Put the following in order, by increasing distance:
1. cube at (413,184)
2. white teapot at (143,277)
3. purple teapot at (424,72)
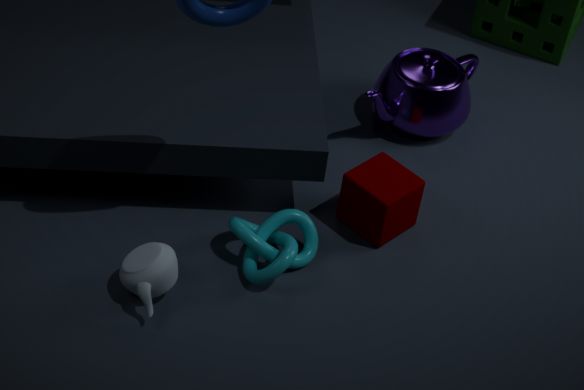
1. white teapot at (143,277)
2. cube at (413,184)
3. purple teapot at (424,72)
